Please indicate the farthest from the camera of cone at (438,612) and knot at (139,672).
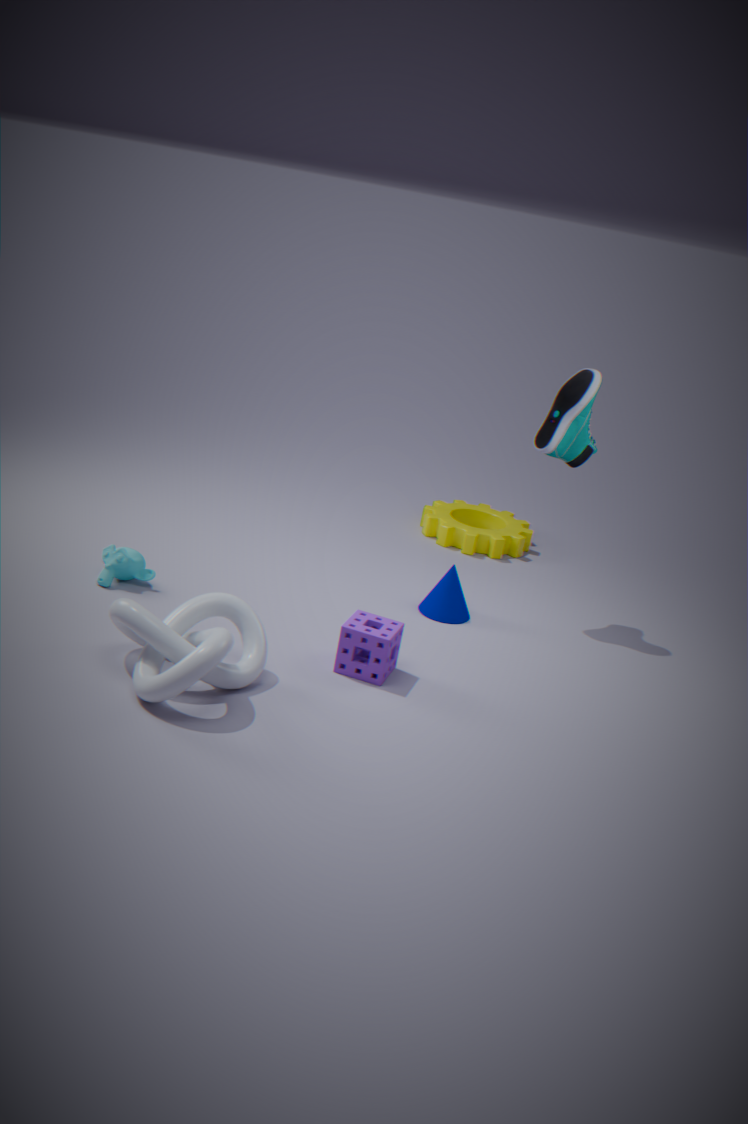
cone at (438,612)
